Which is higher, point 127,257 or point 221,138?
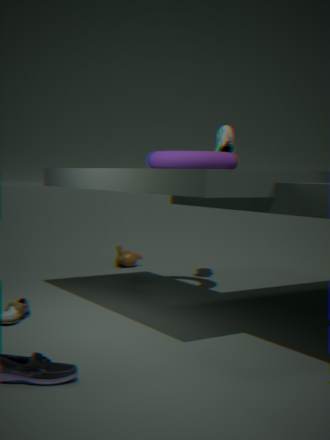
point 221,138
